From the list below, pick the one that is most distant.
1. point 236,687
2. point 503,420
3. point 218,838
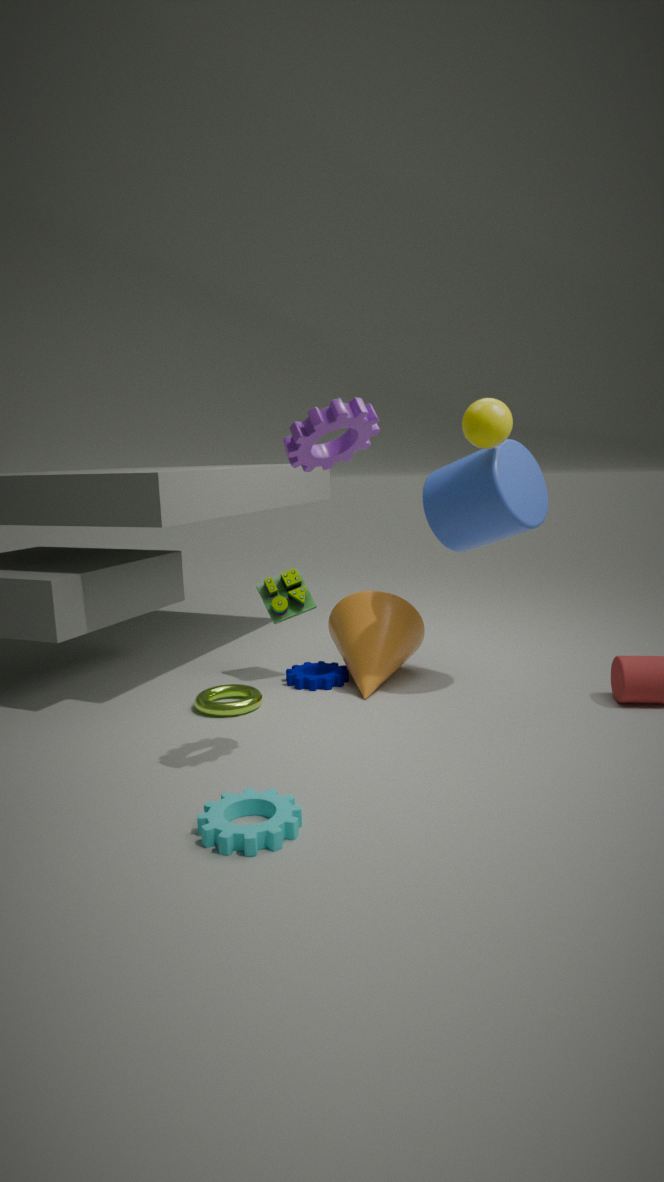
point 236,687
